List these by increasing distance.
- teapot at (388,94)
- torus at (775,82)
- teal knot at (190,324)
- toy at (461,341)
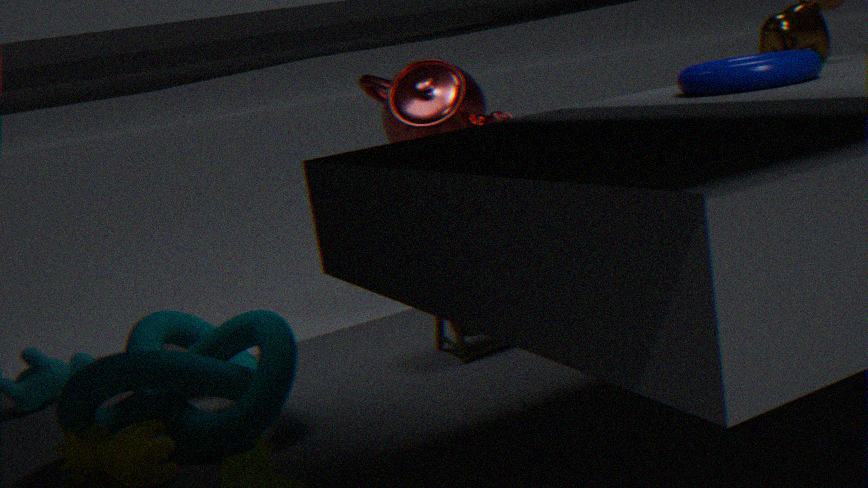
torus at (775,82) < teal knot at (190,324) < toy at (461,341) < teapot at (388,94)
